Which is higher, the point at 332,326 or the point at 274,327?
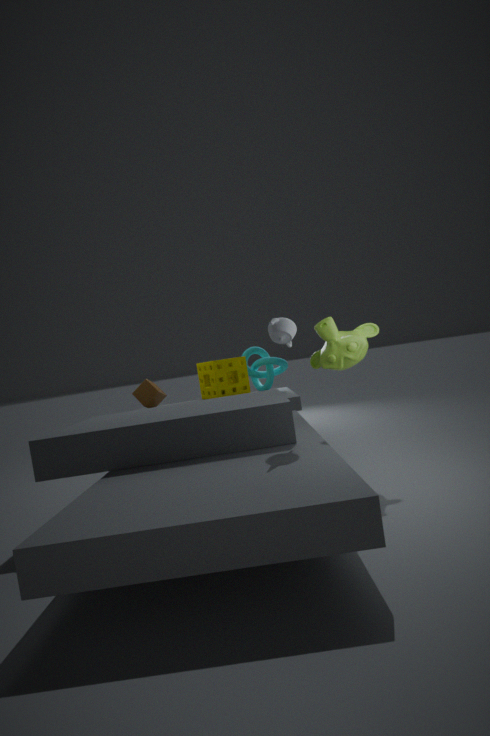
the point at 274,327
